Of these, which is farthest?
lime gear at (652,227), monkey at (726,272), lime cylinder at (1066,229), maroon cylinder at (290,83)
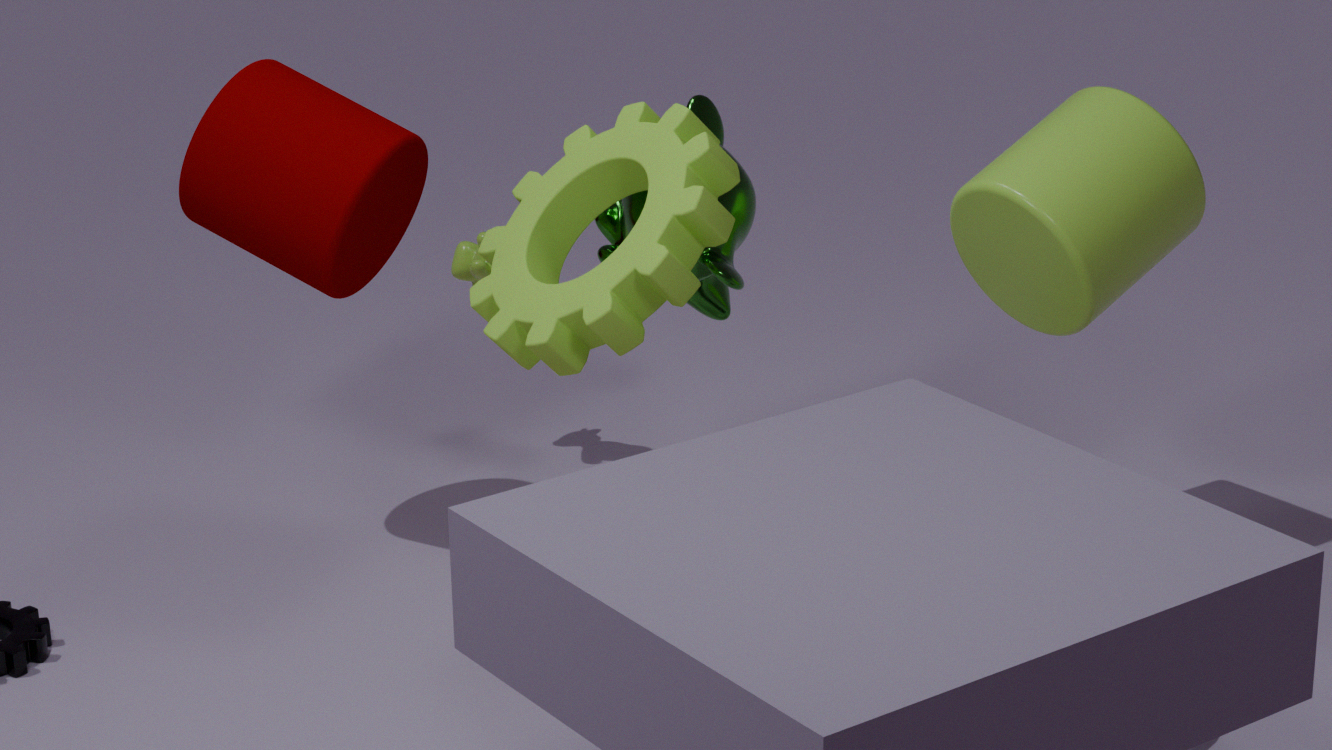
maroon cylinder at (290,83)
